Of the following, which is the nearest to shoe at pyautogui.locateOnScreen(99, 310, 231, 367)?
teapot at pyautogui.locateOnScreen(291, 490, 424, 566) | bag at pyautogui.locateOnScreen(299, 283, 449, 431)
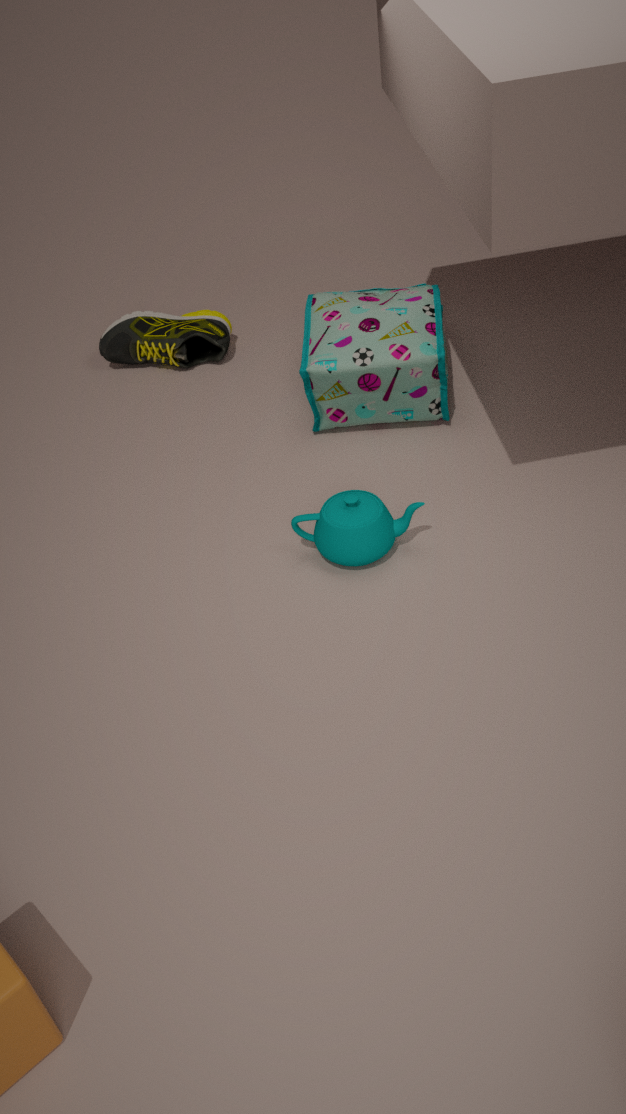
bag at pyautogui.locateOnScreen(299, 283, 449, 431)
